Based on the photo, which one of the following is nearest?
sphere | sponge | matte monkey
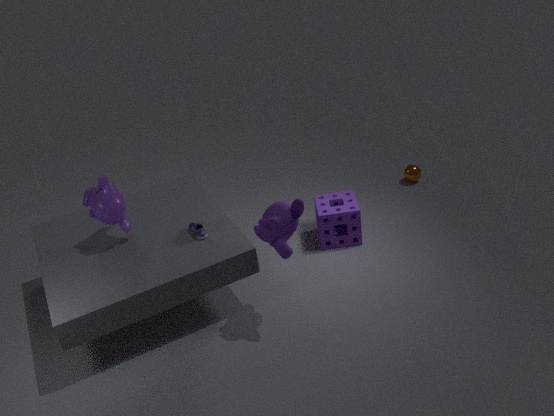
matte monkey
